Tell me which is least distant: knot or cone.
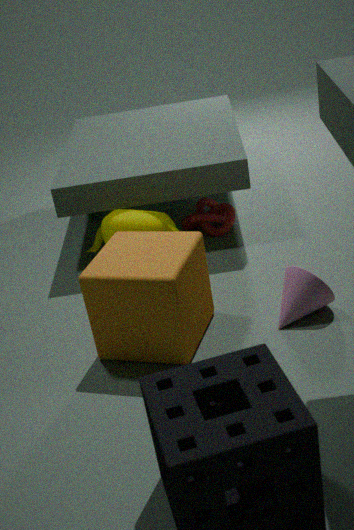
cone
